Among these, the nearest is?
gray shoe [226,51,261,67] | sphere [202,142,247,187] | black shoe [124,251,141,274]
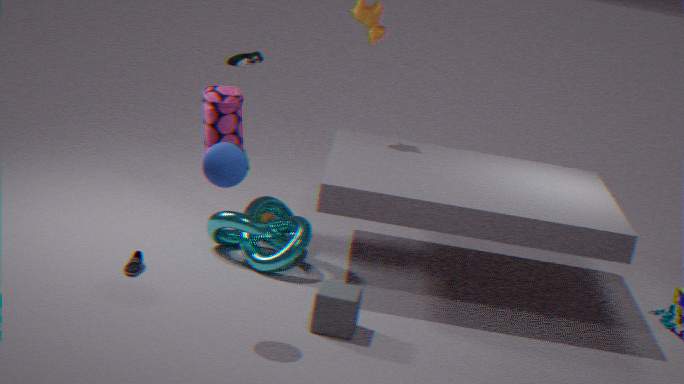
sphere [202,142,247,187]
